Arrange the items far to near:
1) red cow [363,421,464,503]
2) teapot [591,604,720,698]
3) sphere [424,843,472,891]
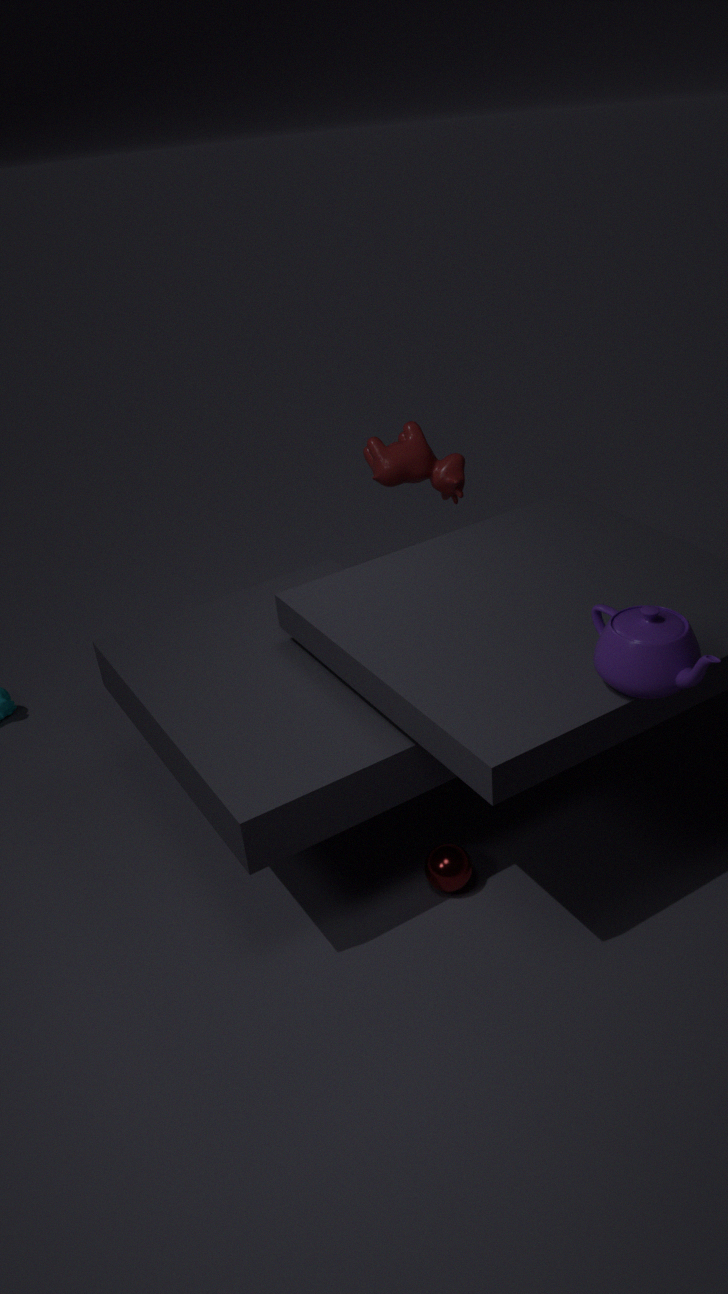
1. red cow [363,421,464,503] → 3. sphere [424,843,472,891] → 2. teapot [591,604,720,698]
